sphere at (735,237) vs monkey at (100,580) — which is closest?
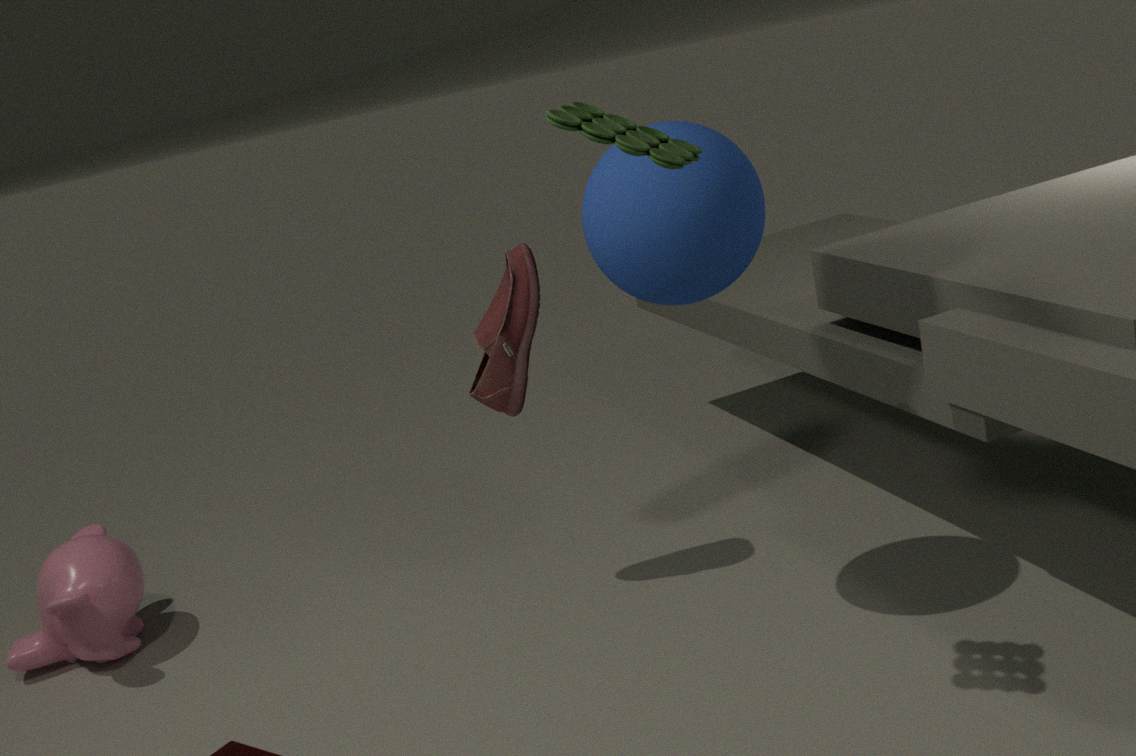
sphere at (735,237)
